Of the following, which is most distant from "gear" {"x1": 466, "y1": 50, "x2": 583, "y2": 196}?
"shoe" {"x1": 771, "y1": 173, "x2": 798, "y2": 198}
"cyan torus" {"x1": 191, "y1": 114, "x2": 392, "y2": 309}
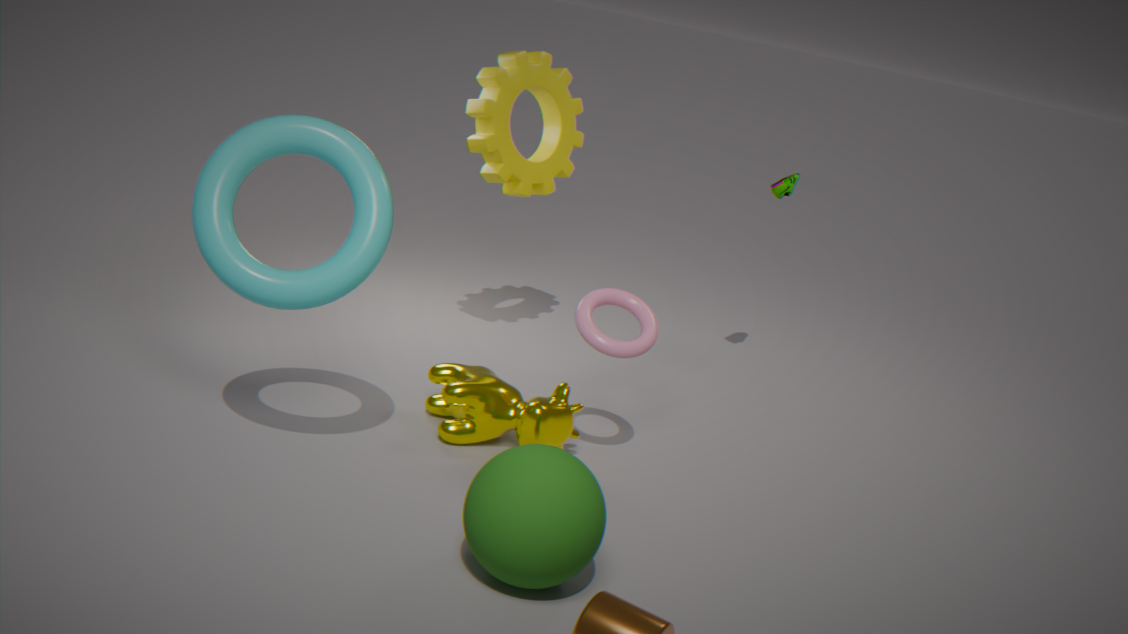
"cyan torus" {"x1": 191, "y1": 114, "x2": 392, "y2": 309}
